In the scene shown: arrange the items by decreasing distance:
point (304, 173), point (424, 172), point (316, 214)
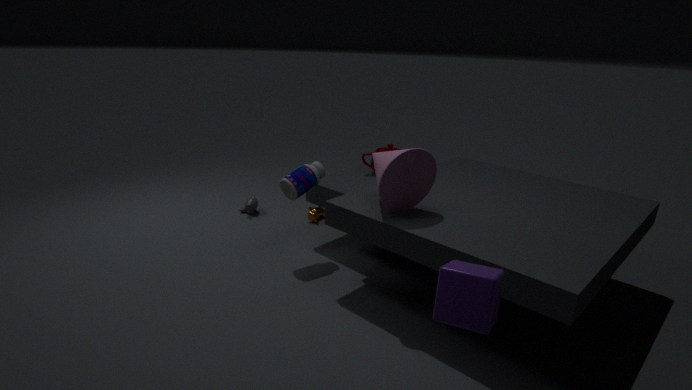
point (316, 214), point (304, 173), point (424, 172)
